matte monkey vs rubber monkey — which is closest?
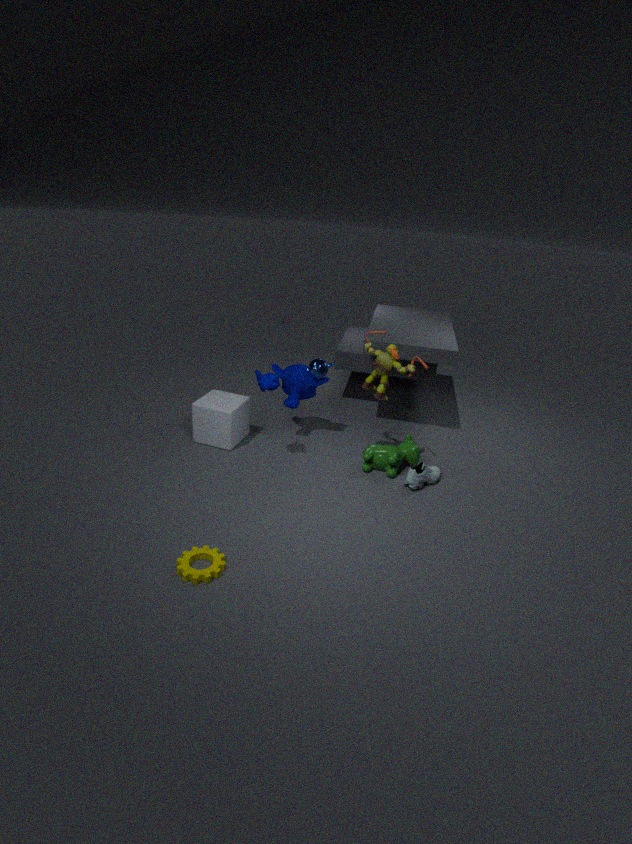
matte monkey
